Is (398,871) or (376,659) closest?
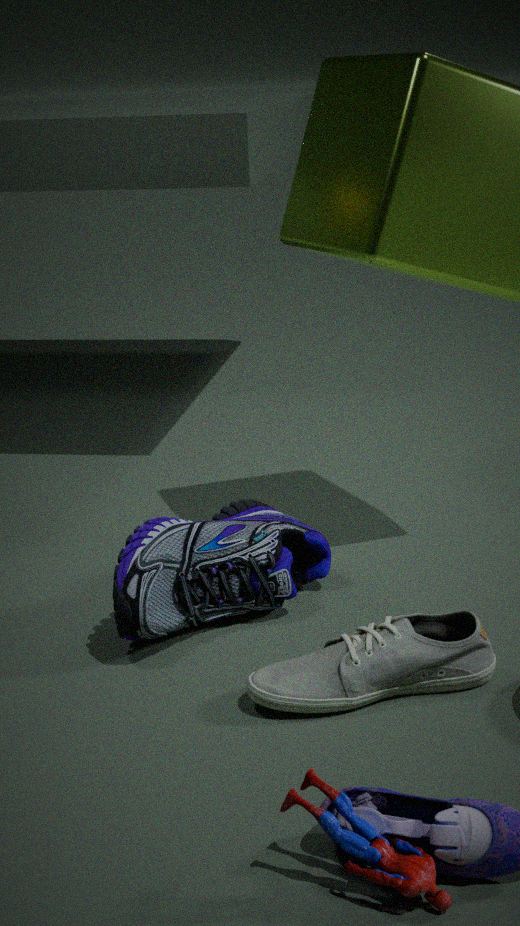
(398,871)
